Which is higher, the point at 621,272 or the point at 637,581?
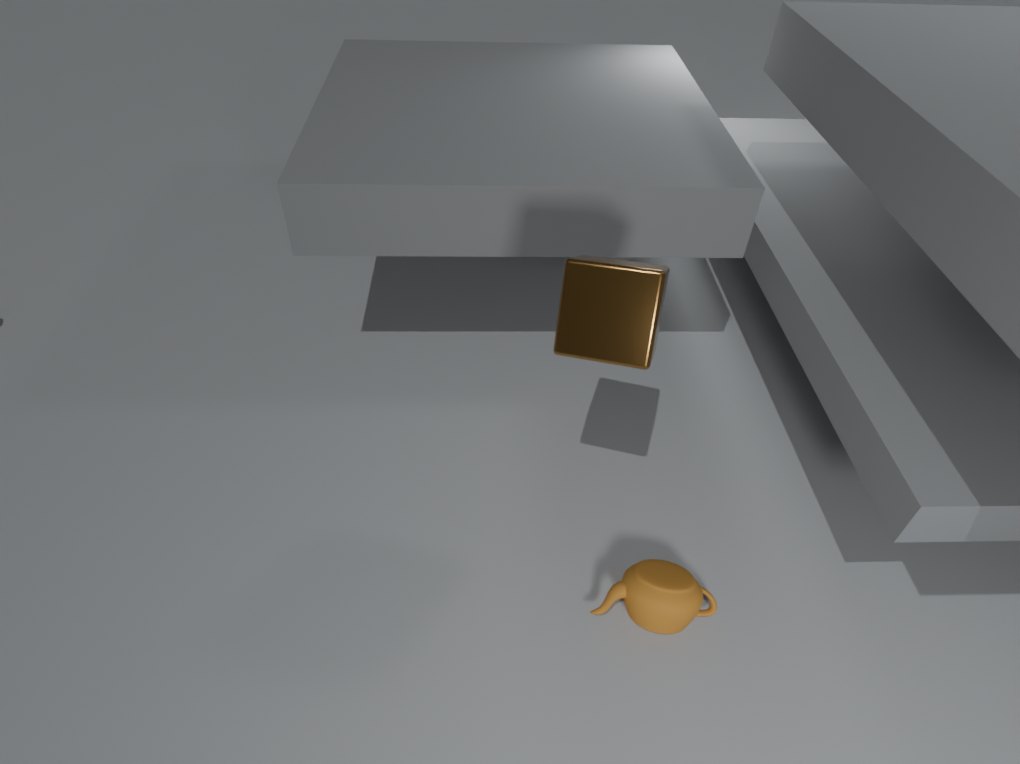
the point at 621,272
